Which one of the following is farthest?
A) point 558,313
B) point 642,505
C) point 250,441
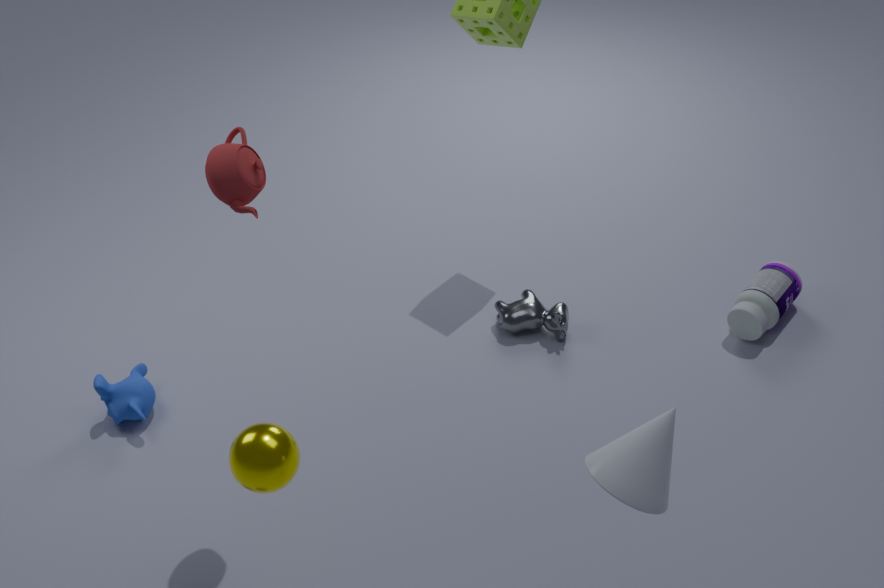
point 558,313
